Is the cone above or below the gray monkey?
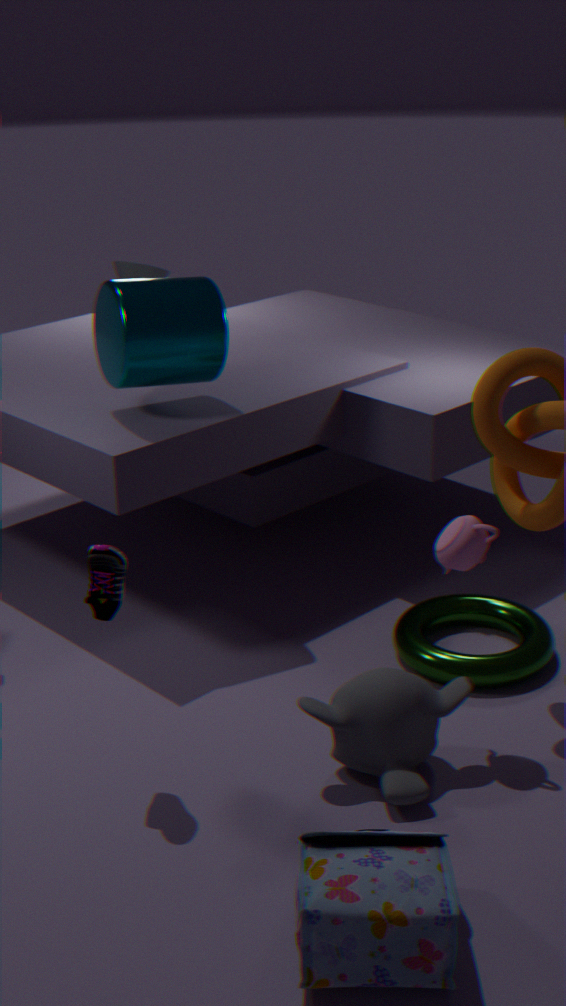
above
